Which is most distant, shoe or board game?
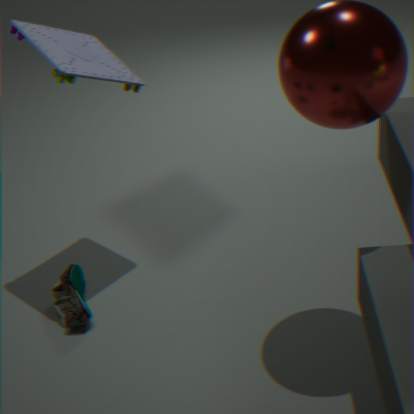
board game
